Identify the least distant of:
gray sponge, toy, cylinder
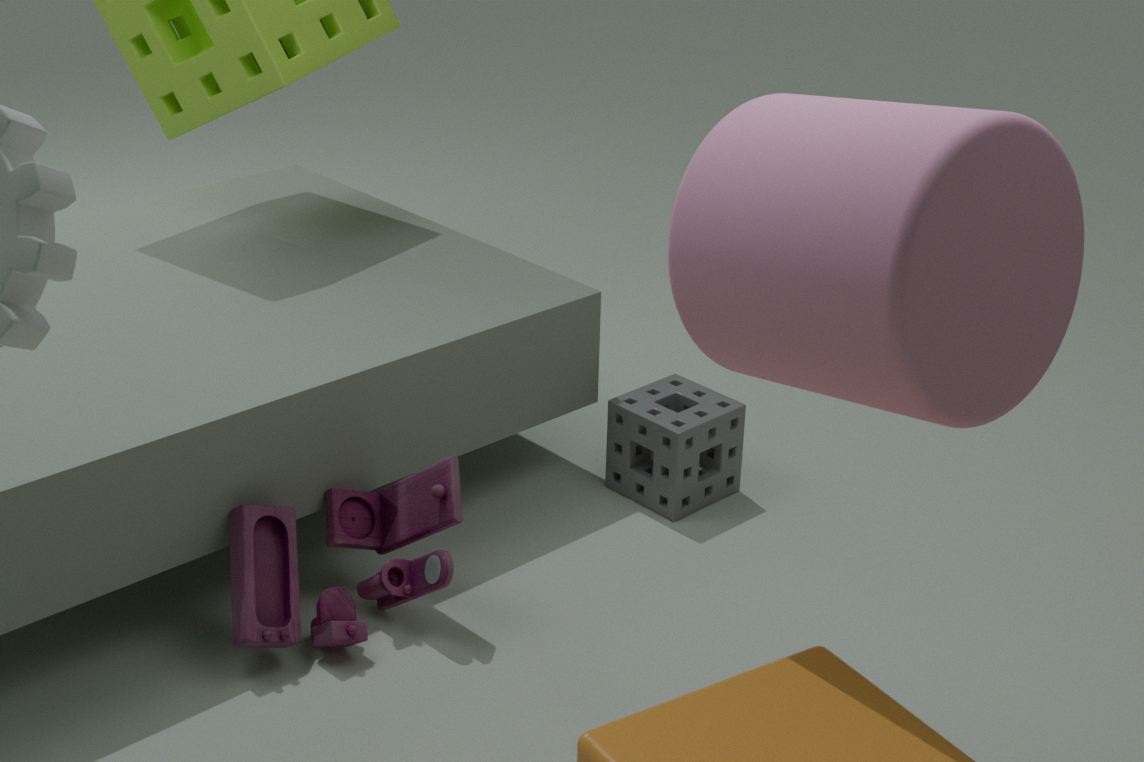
cylinder
